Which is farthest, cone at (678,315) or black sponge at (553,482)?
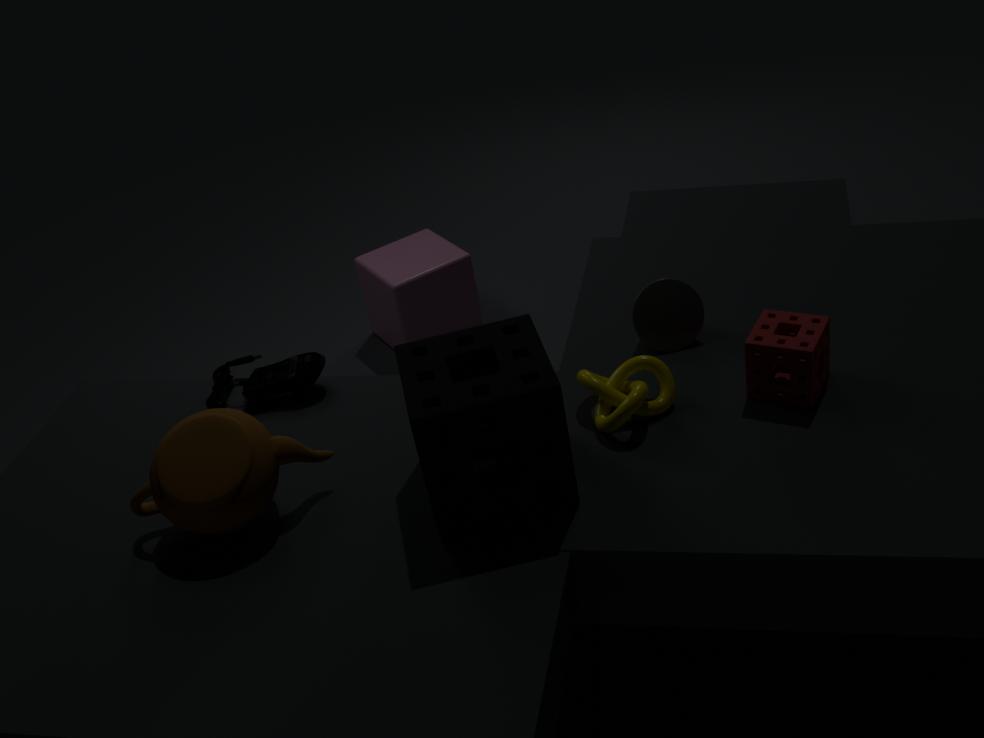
cone at (678,315)
